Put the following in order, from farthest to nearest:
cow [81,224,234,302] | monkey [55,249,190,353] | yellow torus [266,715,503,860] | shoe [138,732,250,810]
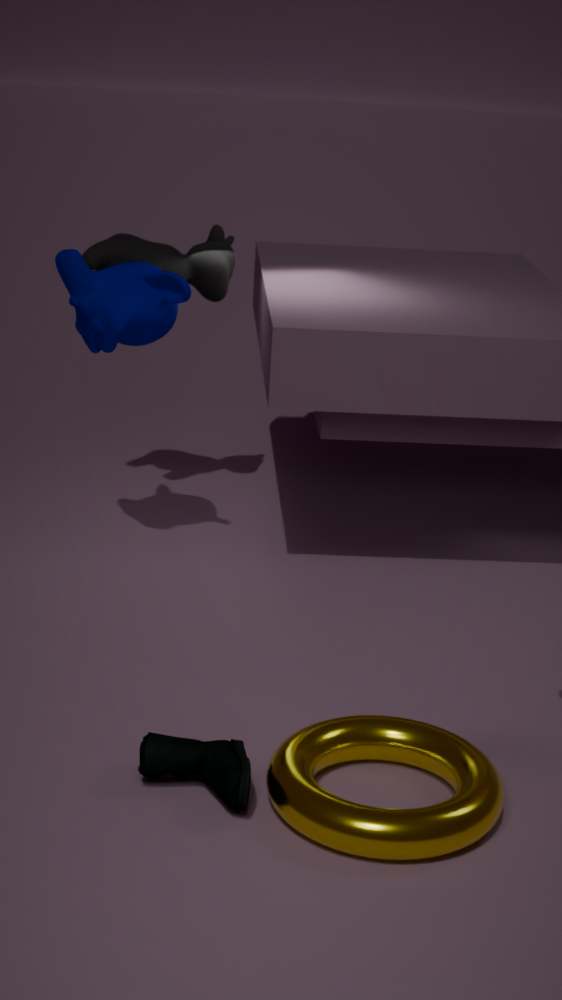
cow [81,224,234,302], monkey [55,249,190,353], shoe [138,732,250,810], yellow torus [266,715,503,860]
